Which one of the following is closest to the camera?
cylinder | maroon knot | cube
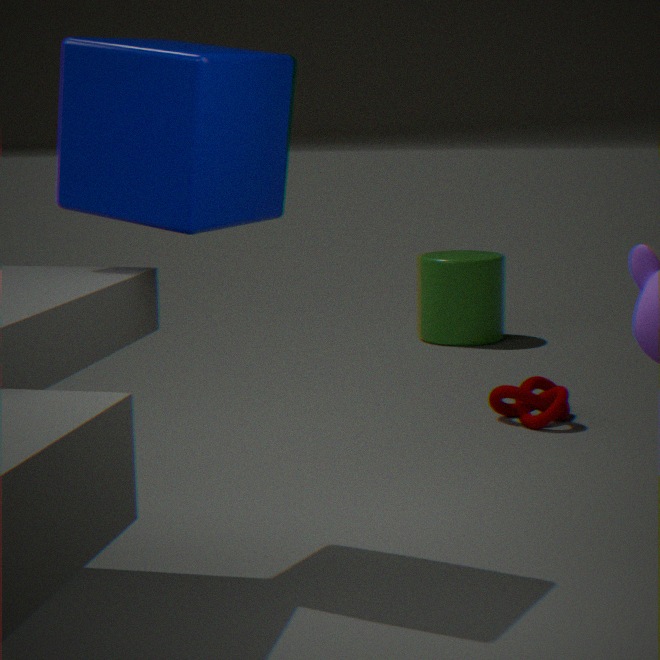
cube
